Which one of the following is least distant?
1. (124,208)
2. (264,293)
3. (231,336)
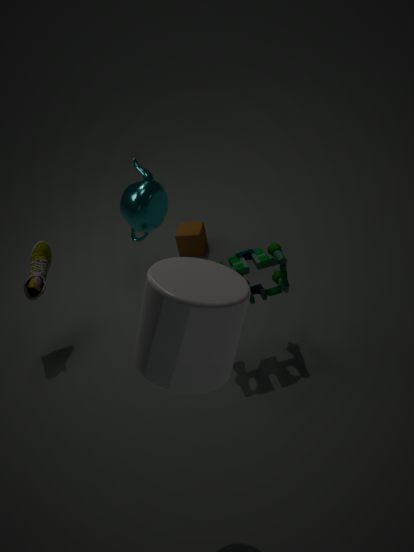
(231,336)
